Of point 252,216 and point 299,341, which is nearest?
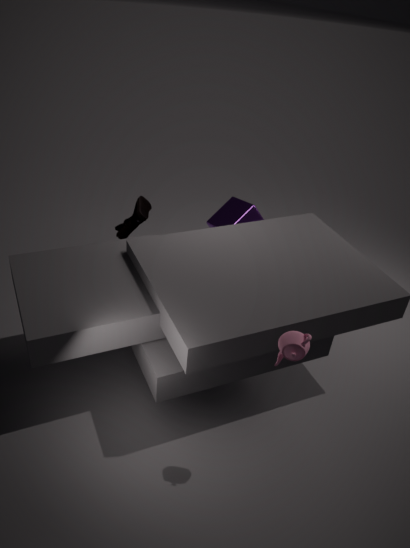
point 299,341
